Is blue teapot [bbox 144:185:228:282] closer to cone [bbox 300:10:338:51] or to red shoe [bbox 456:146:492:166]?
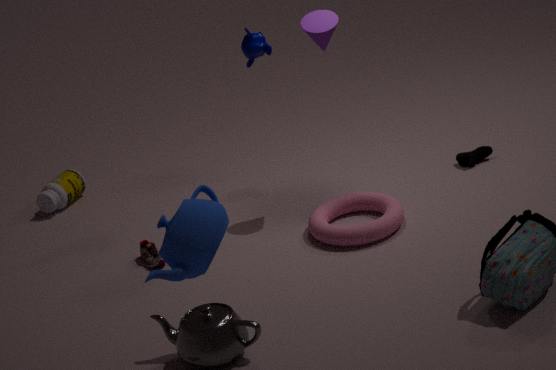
cone [bbox 300:10:338:51]
